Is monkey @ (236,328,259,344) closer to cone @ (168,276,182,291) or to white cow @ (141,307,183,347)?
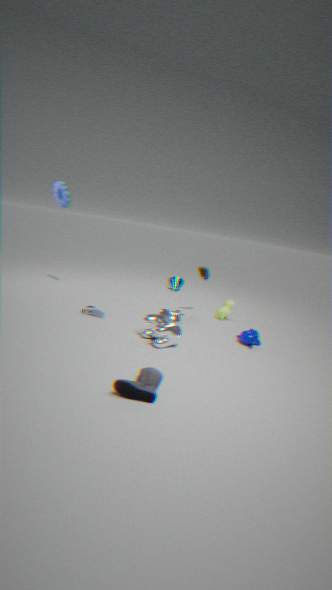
white cow @ (141,307,183,347)
